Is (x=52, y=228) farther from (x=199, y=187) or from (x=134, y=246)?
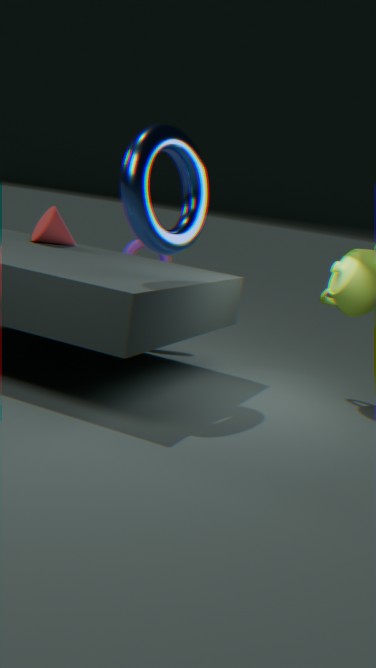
(x=199, y=187)
